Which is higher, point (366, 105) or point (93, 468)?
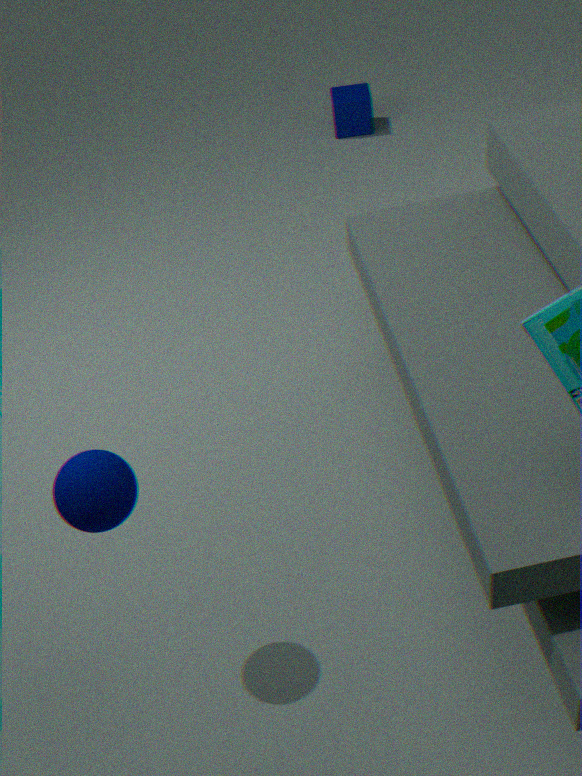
point (93, 468)
